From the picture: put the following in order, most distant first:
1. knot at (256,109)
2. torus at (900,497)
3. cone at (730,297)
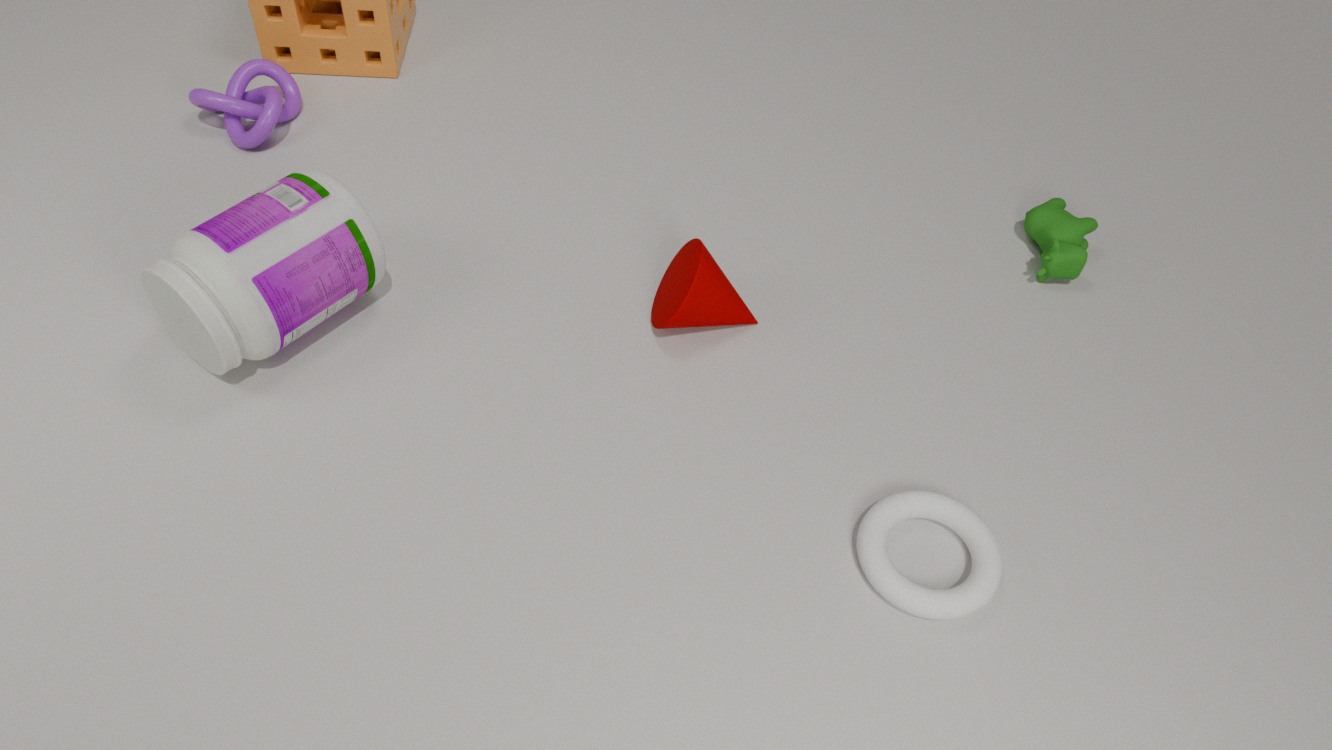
knot at (256,109), cone at (730,297), torus at (900,497)
